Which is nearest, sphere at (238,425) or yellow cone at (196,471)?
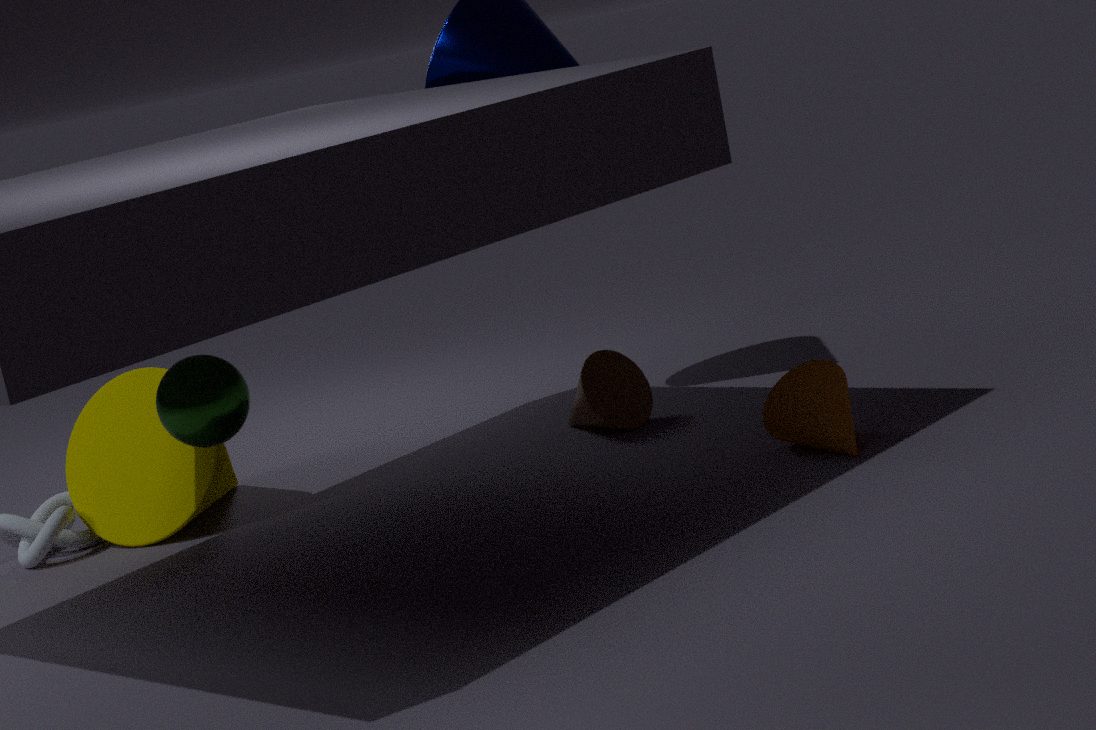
sphere at (238,425)
